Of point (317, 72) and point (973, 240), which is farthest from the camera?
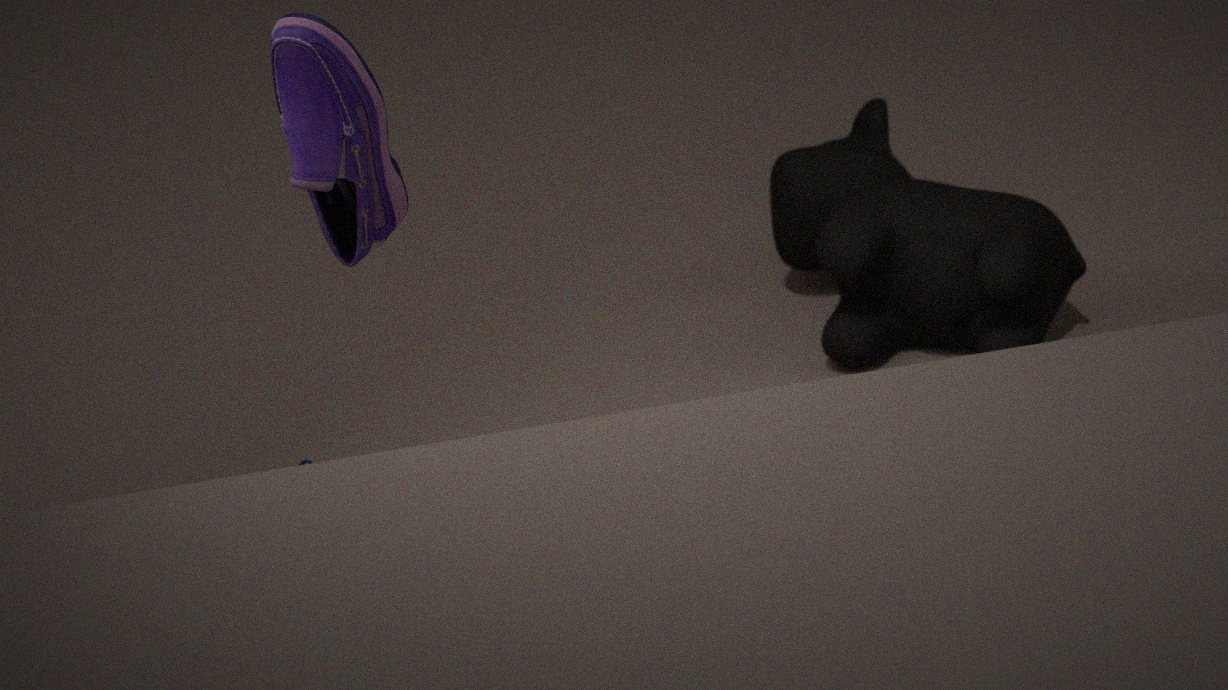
point (973, 240)
